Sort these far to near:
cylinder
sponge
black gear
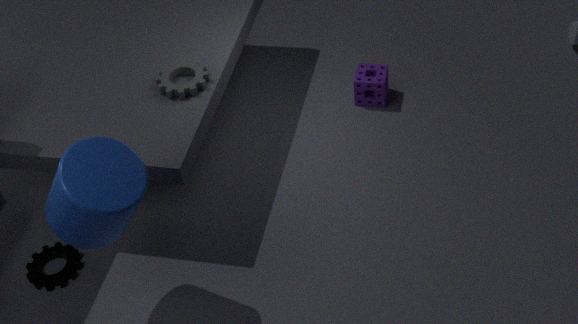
sponge
black gear
cylinder
